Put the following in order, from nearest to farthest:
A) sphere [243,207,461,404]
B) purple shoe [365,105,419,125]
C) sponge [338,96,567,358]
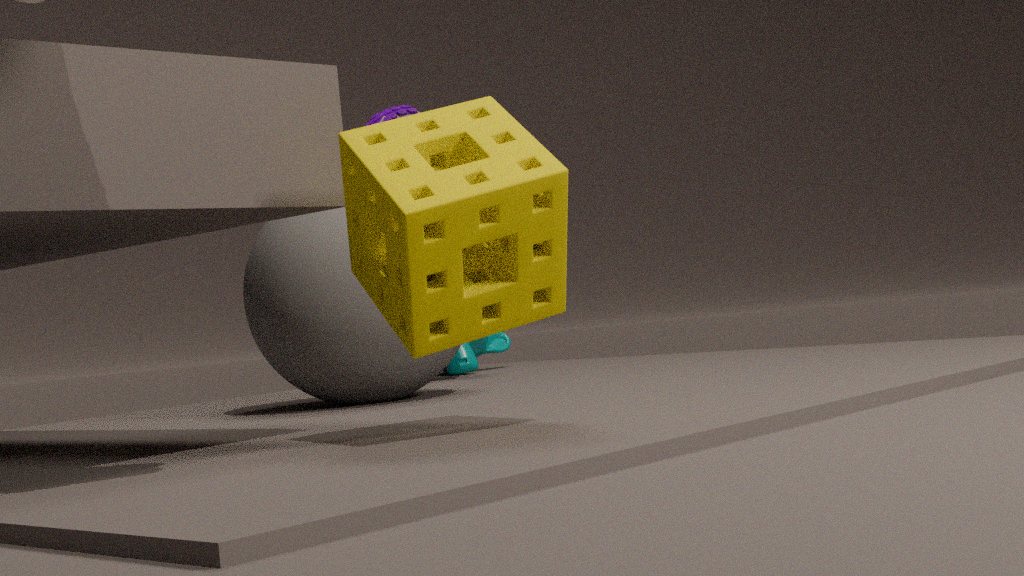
1. sponge [338,96,567,358]
2. sphere [243,207,461,404]
3. purple shoe [365,105,419,125]
